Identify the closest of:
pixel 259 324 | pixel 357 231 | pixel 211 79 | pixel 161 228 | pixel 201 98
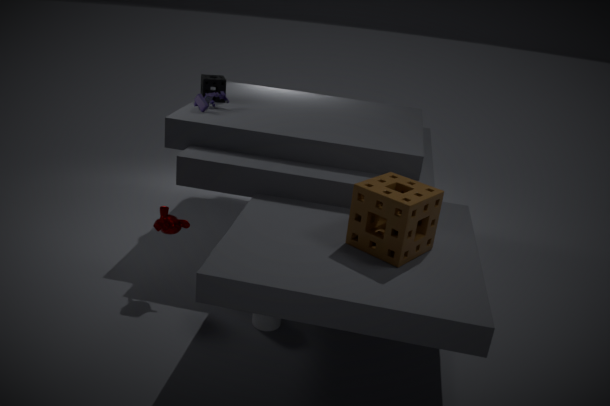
pixel 357 231
